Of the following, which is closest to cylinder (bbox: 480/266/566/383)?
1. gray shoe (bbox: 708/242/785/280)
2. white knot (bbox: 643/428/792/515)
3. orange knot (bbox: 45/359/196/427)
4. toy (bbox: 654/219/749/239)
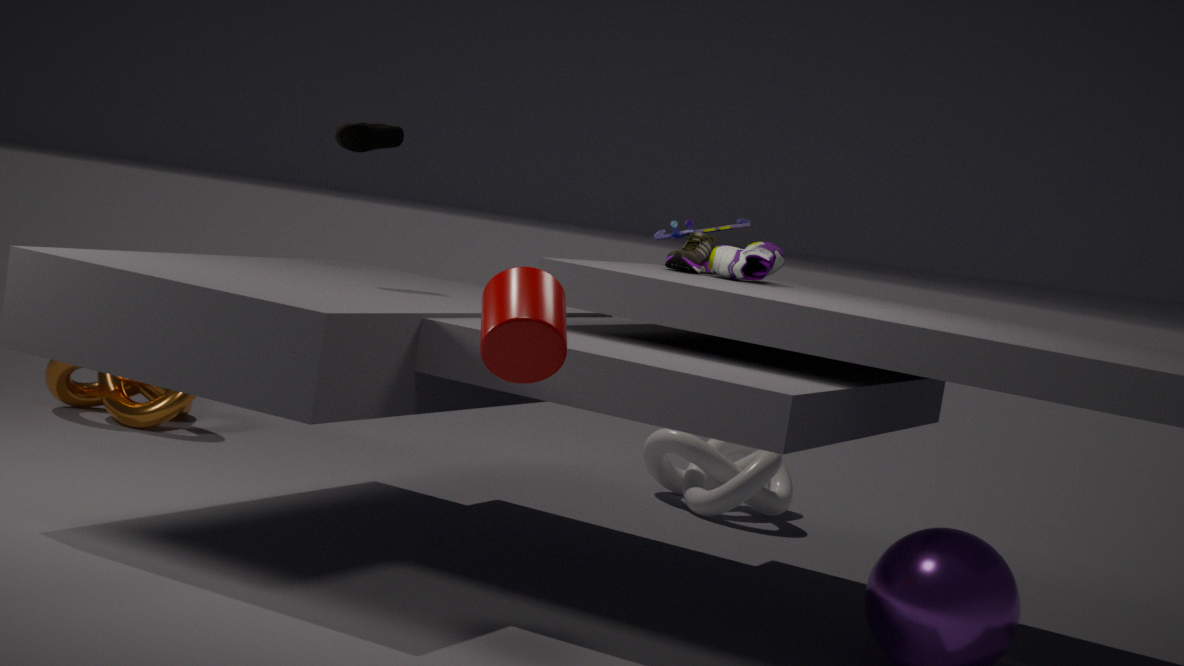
gray shoe (bbox: 708/242/785/280)
